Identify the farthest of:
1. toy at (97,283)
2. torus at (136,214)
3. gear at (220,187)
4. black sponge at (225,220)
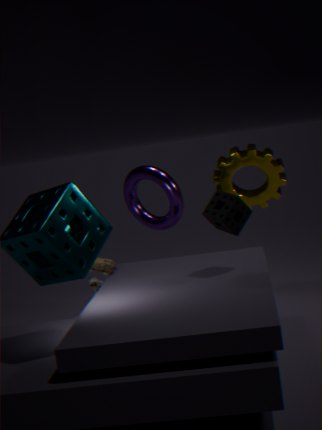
torus at (136,214)
